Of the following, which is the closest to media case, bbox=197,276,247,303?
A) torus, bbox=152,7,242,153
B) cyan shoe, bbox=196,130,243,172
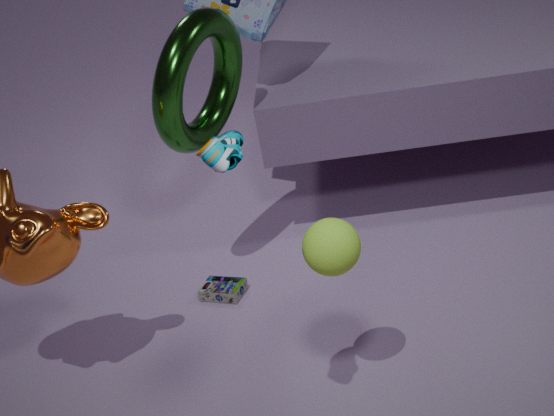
torus, bbox=152,7,242,153
